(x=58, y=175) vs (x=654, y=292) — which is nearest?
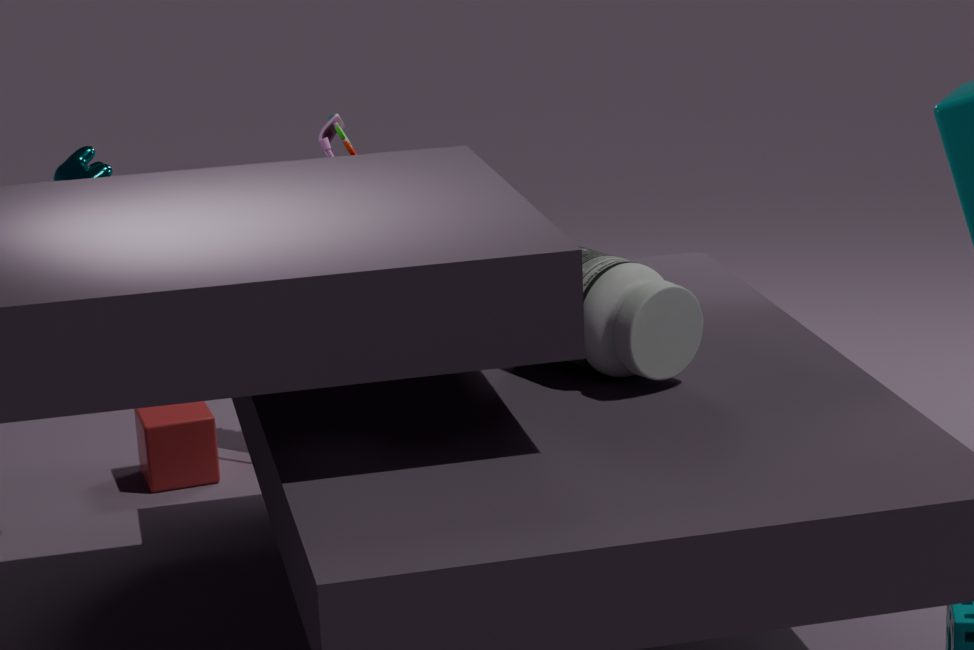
(x=654, y=292)
